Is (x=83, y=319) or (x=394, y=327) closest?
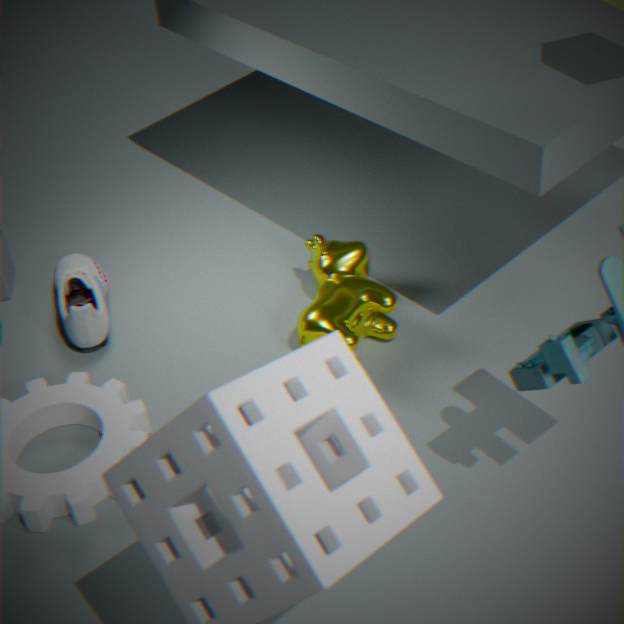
(x=394, y=327)
